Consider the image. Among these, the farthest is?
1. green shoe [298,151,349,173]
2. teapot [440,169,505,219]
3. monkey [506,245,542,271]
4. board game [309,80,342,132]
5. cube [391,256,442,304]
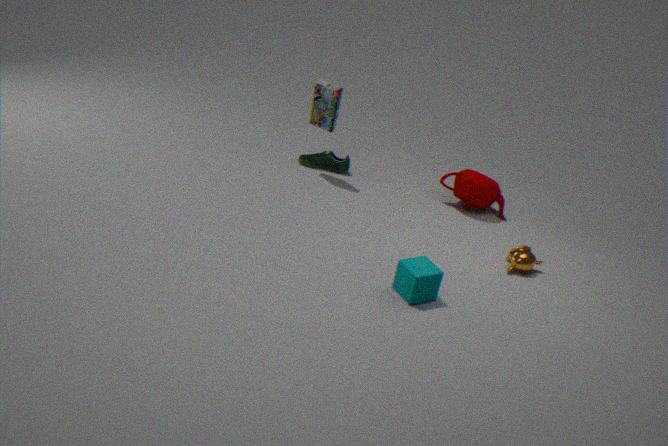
green shoe [298,151,349,173]
